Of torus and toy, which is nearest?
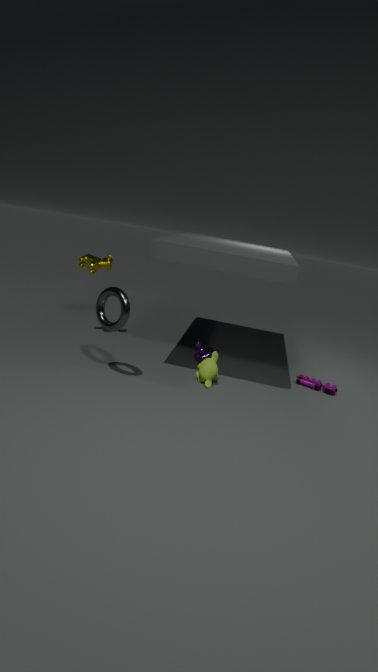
torus
